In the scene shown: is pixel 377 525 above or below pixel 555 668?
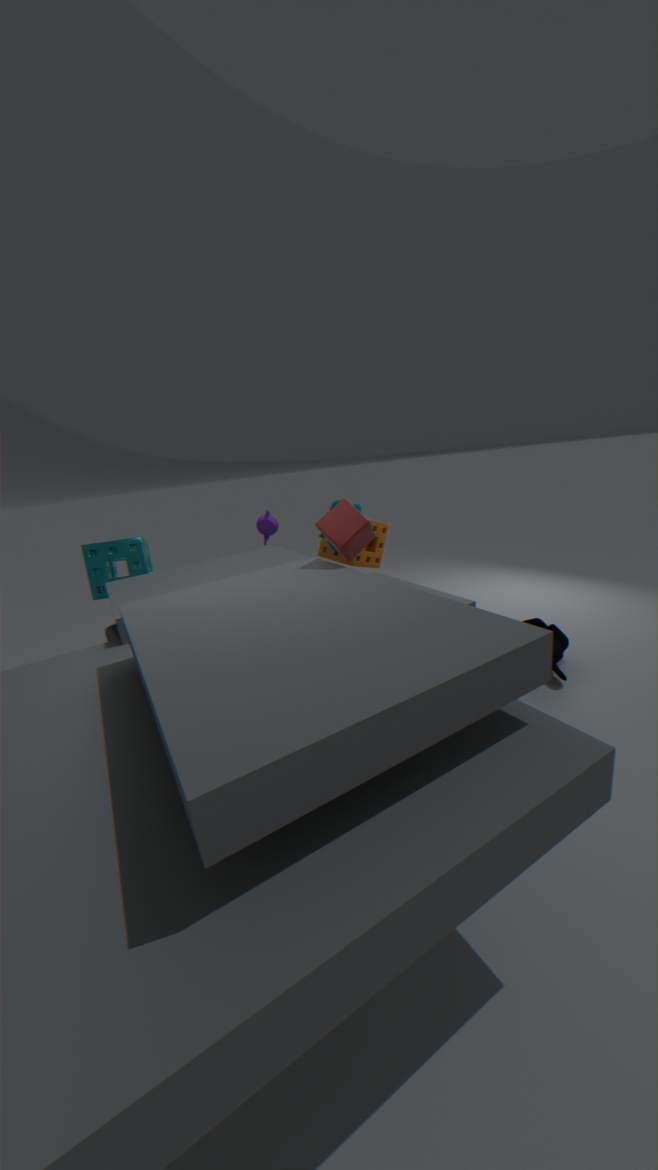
above
